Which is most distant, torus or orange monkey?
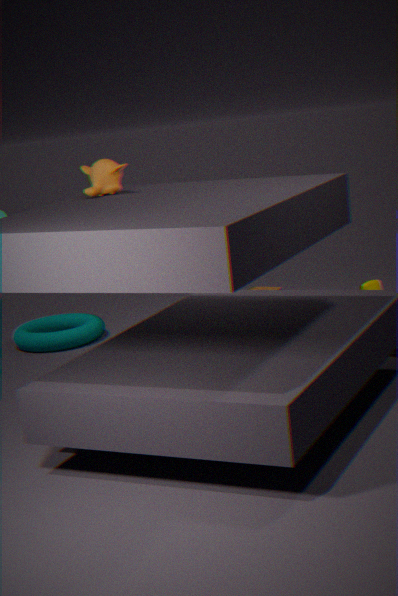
torus
